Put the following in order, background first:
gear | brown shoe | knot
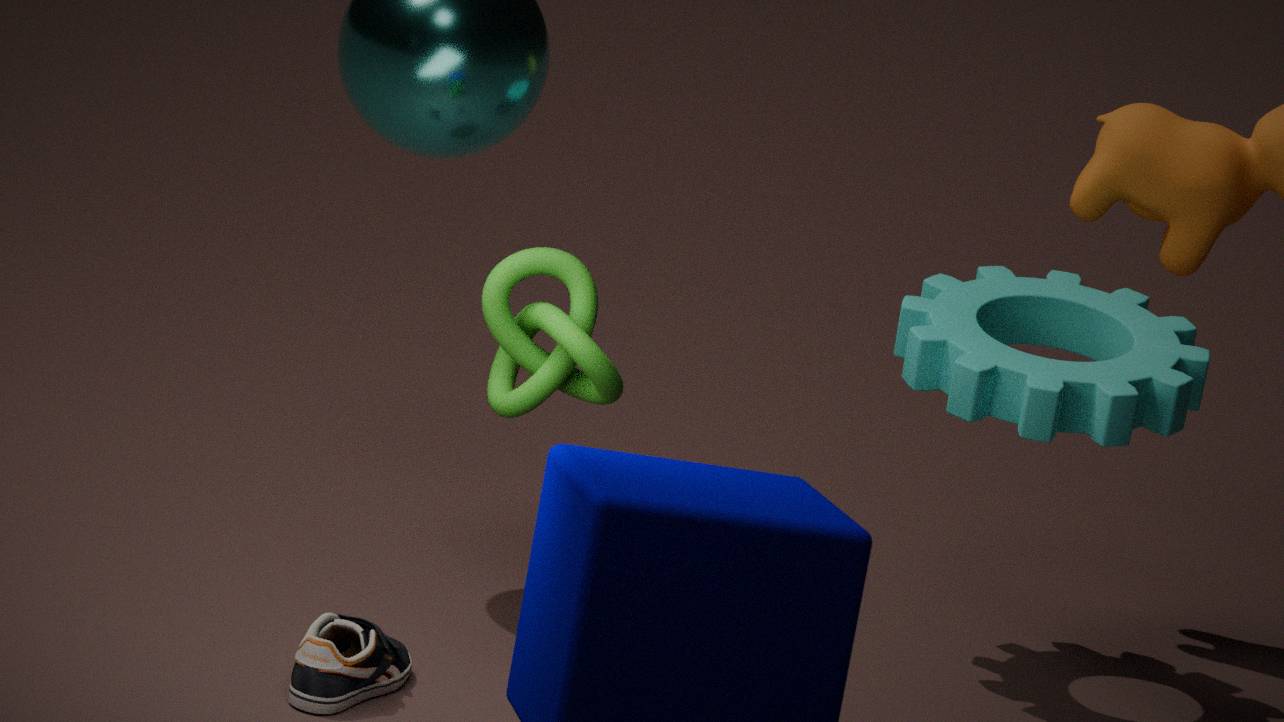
gear → brown shoe → knot
